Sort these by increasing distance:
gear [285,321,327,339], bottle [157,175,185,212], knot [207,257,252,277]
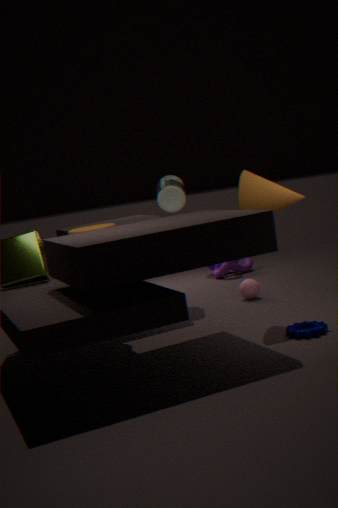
gear [285,321,327,339] → bottle [157,175,185,212] → knot [207,257,252,277]
